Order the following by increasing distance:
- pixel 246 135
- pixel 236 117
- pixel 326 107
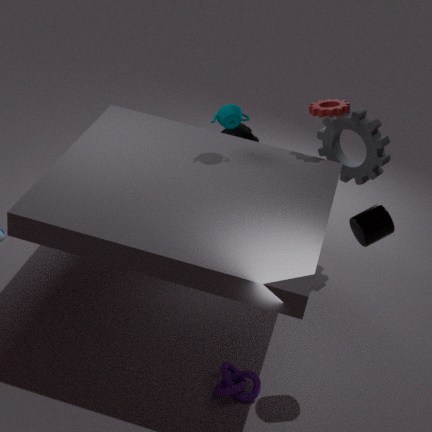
pixel 236 117 < pixel 326 107 < pixel 246 135
